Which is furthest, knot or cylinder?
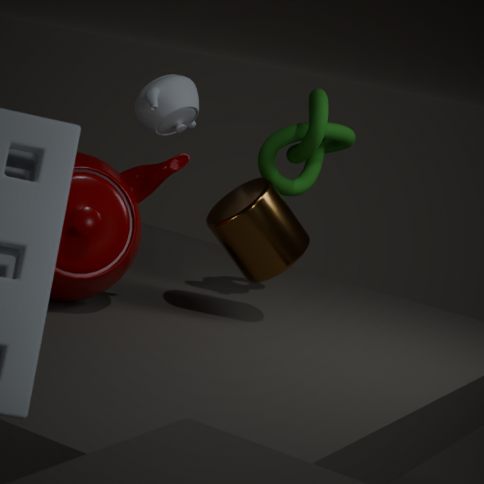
knot
